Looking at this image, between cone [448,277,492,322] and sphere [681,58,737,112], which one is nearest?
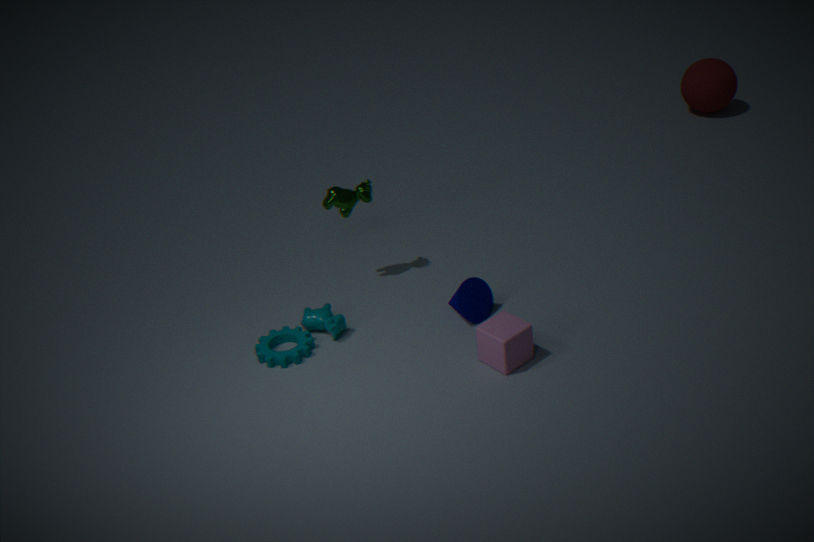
A: cone [448,277,492,322]
